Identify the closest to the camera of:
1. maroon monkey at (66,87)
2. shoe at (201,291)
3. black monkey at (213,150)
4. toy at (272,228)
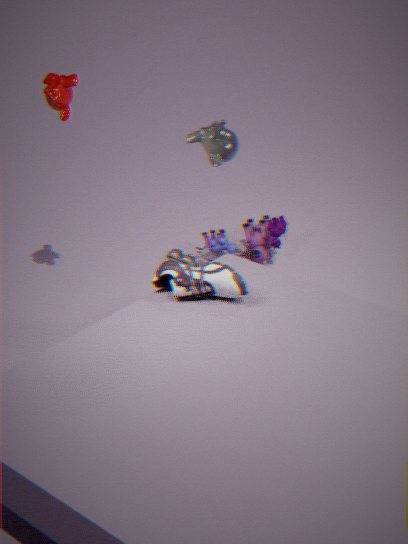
black monkey at (213,150)
